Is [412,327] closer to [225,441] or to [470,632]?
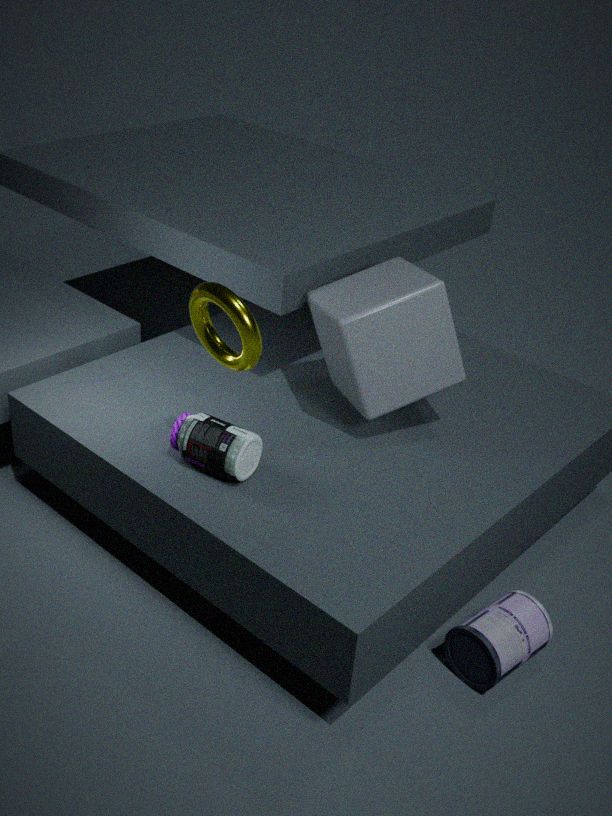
[225,441]
